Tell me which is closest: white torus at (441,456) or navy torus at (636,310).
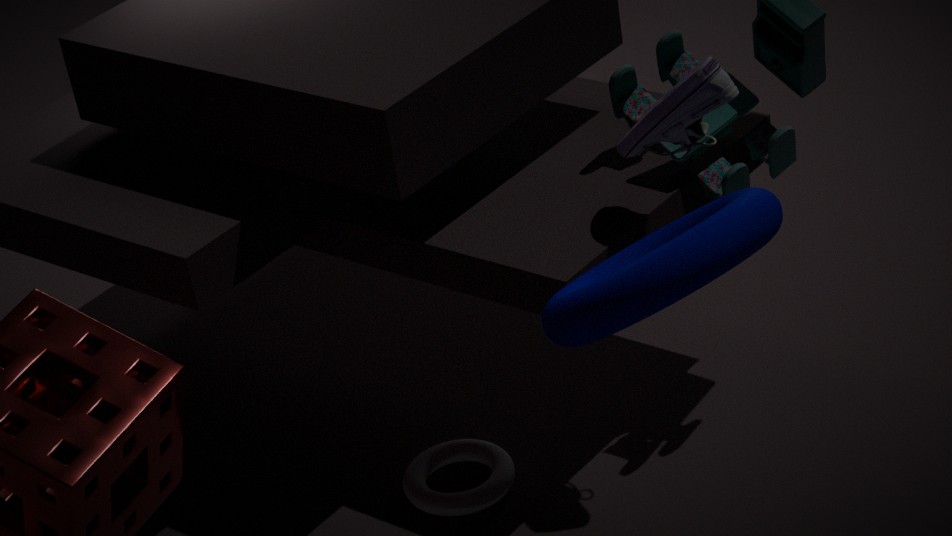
navy torus at (636,310)
